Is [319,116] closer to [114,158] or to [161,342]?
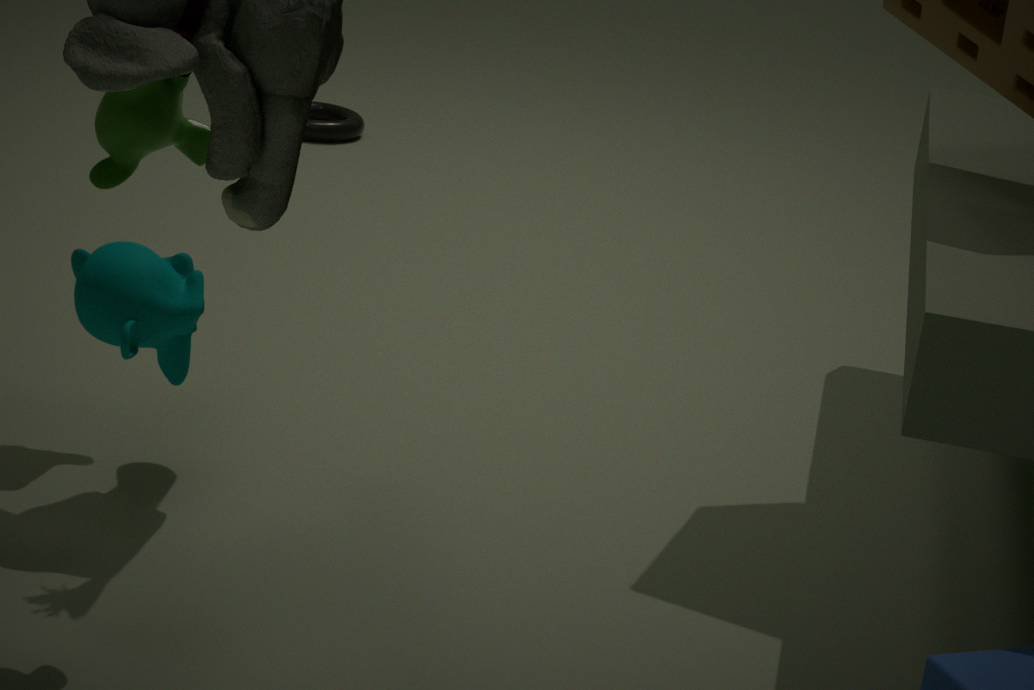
[114,158]
